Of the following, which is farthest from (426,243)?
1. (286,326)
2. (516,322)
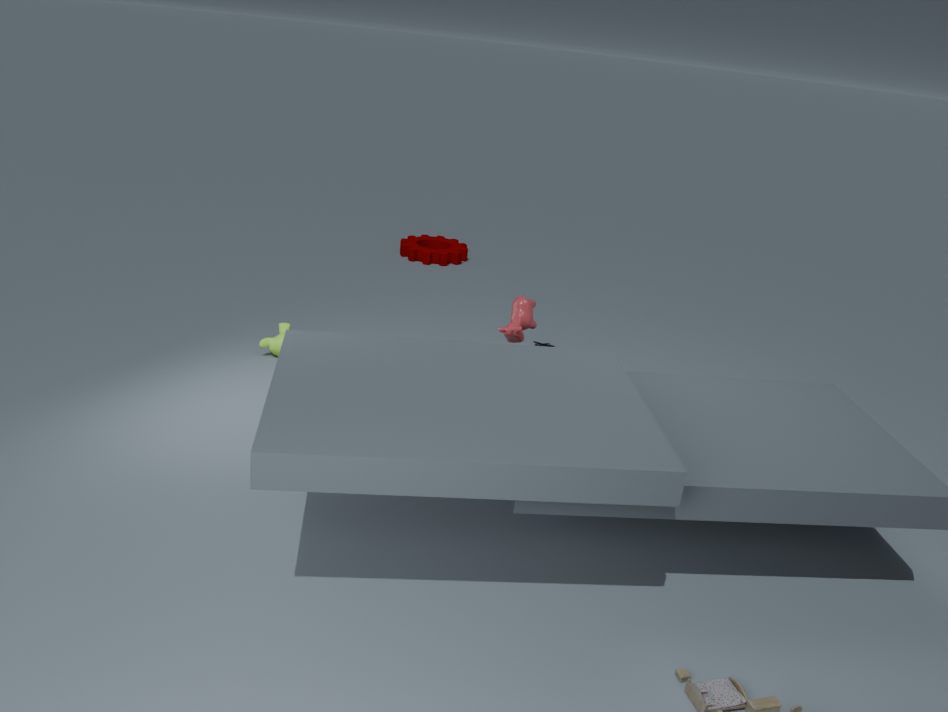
(516,322)
